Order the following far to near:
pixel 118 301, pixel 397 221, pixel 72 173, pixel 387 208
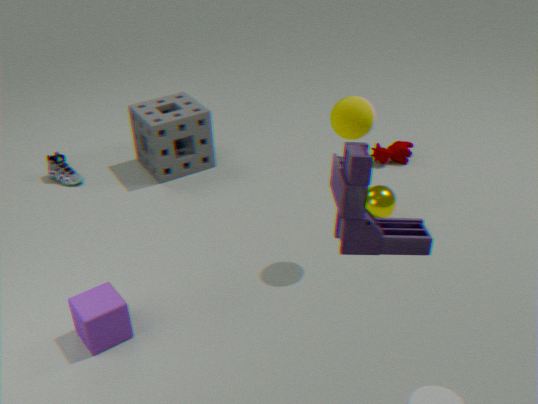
1. pixel 72 173
2. pixel 387 208
3. pixel 118 301
4. pixel 397 221
